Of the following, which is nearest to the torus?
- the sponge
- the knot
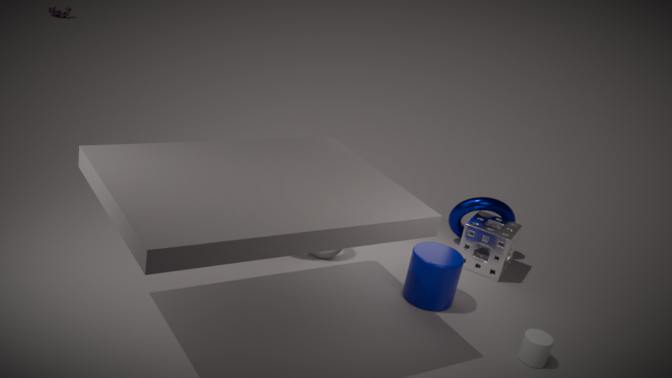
the sponge
